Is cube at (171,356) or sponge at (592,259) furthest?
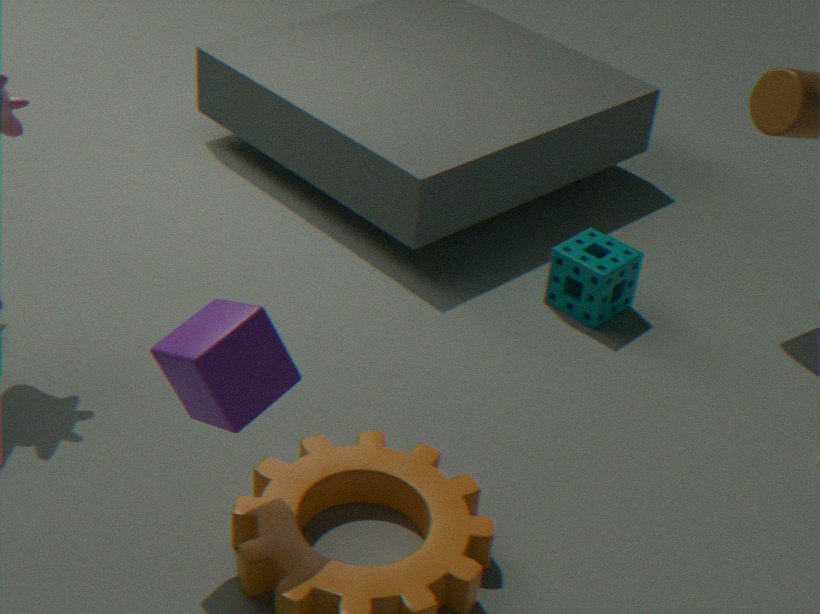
sponge at (592,259)
